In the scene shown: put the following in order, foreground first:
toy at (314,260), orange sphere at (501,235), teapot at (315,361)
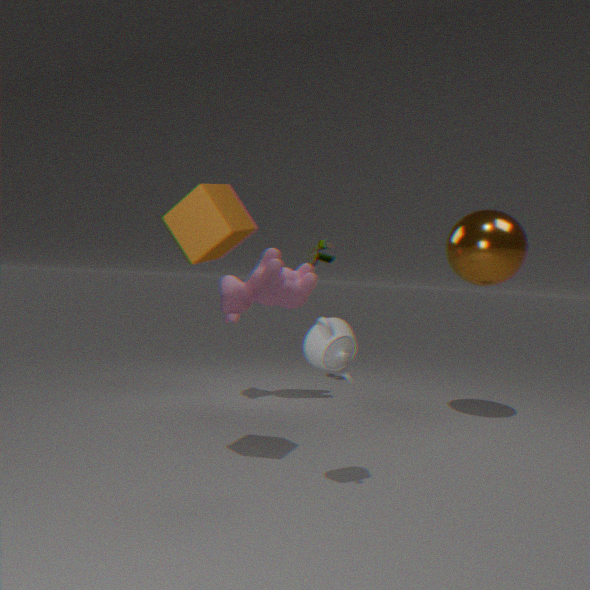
teapot at (315,361) < orange sphere at (501,235) < toy at (314,260)
